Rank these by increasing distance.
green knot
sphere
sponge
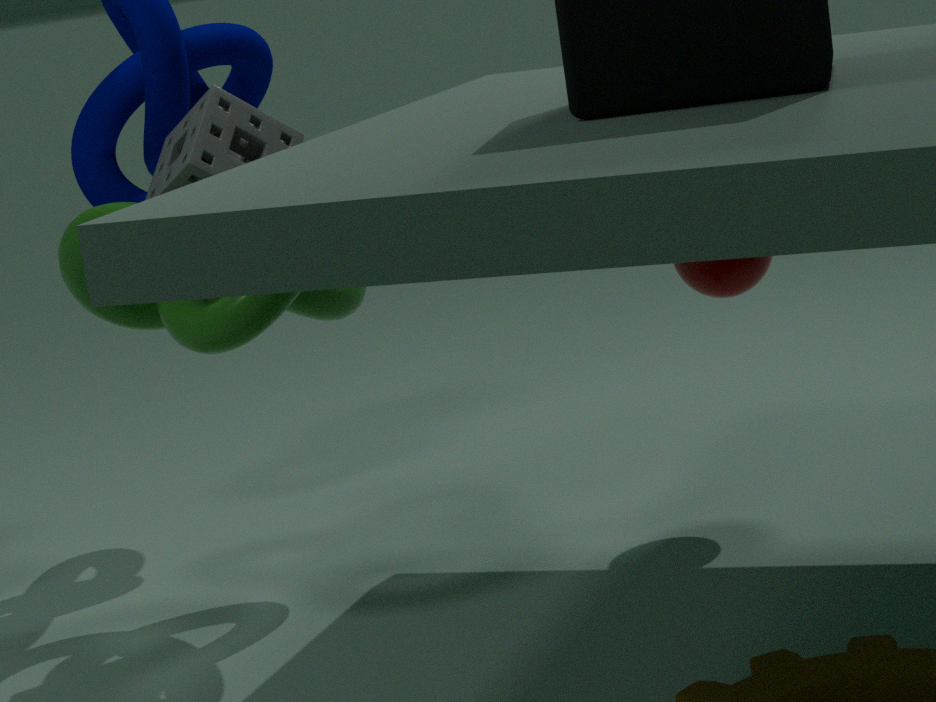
1. green knot
2. sponge
3. sphere
